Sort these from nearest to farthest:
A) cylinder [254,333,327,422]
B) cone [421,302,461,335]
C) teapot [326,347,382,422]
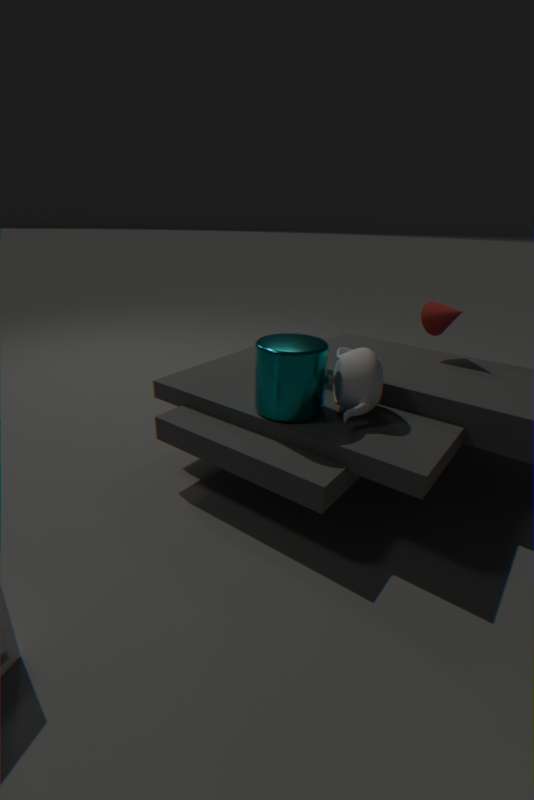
cylinder [254,333,327,422] → teapot [326,347,382,422] → cone [421,302,461,335]
